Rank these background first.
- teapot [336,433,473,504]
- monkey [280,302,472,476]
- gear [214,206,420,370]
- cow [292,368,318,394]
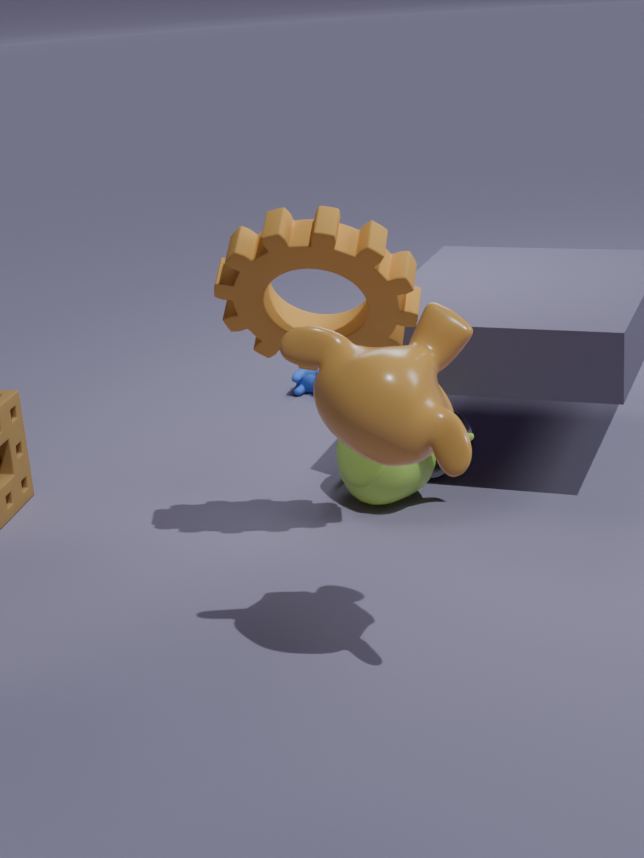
1. cow [292,368,318,394]
2. teapot [336,433,473,504]
3. gear [214,206,420,370]
4. monkey [280,302,472,476]
